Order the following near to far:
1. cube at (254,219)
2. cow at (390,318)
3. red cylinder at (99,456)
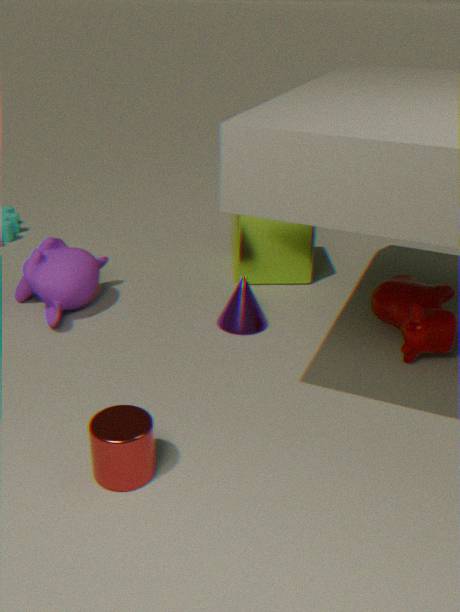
red cylinder at (99,456) → cow at (390,318) → cube at (254,219)
